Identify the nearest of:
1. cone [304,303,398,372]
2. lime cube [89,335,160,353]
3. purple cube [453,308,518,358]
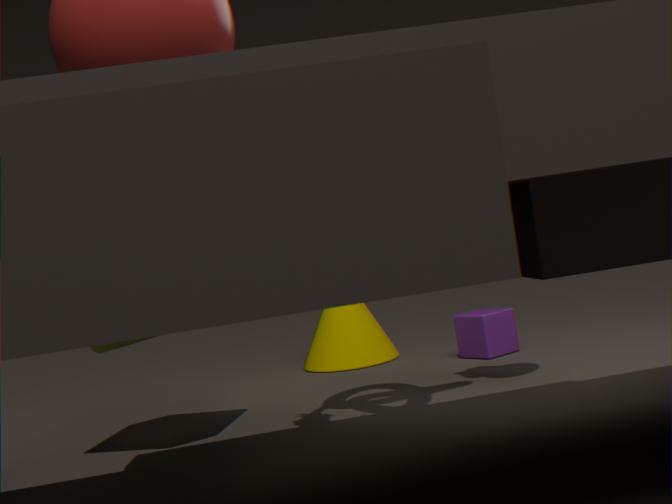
lime cube [89,335,160,353]
